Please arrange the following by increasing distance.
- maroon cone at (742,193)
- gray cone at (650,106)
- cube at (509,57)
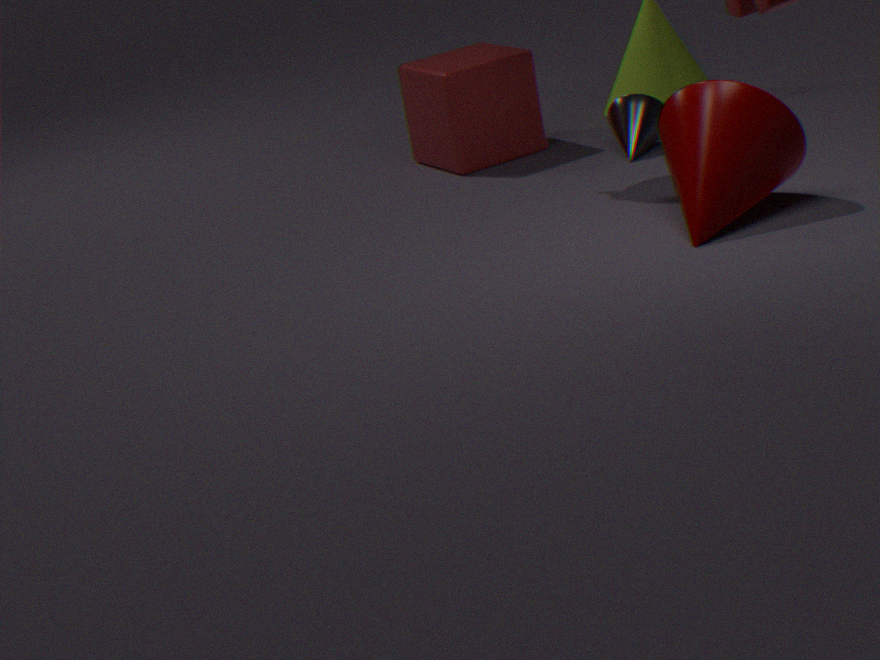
maroon cone at (742,193)
gray cone at (650,106)
cube at (509,57)
